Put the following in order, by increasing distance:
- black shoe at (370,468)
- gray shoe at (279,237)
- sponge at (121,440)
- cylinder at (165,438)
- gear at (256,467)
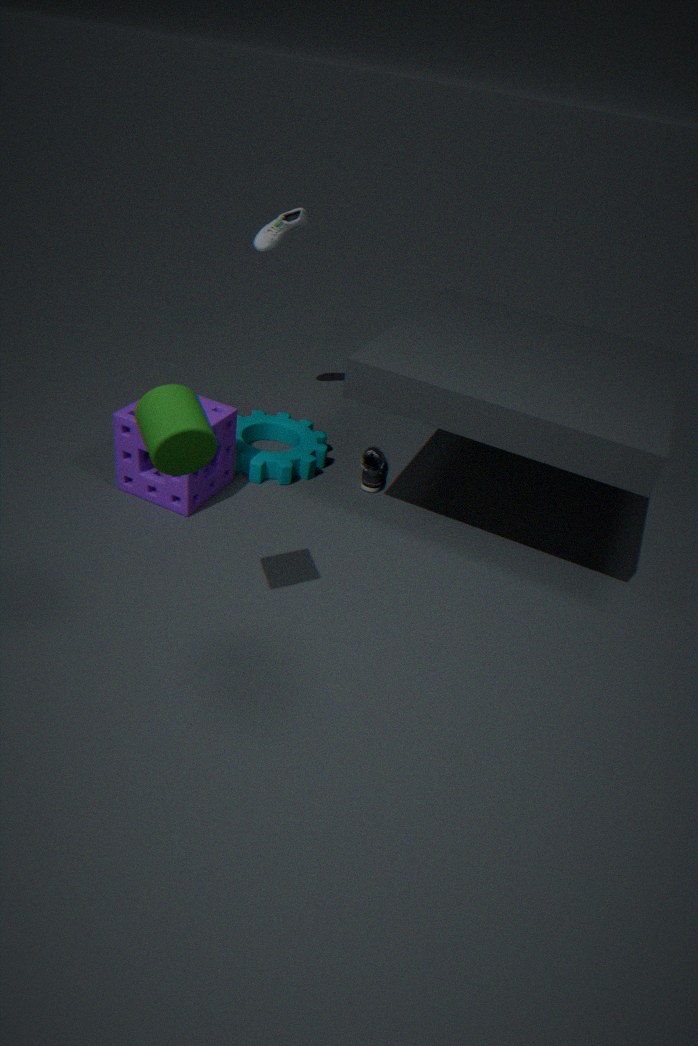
cylinder at (165,438), sponge at (121,440), gear at (256,467), black shoe at (370,468), gray shoe at (279,237)
